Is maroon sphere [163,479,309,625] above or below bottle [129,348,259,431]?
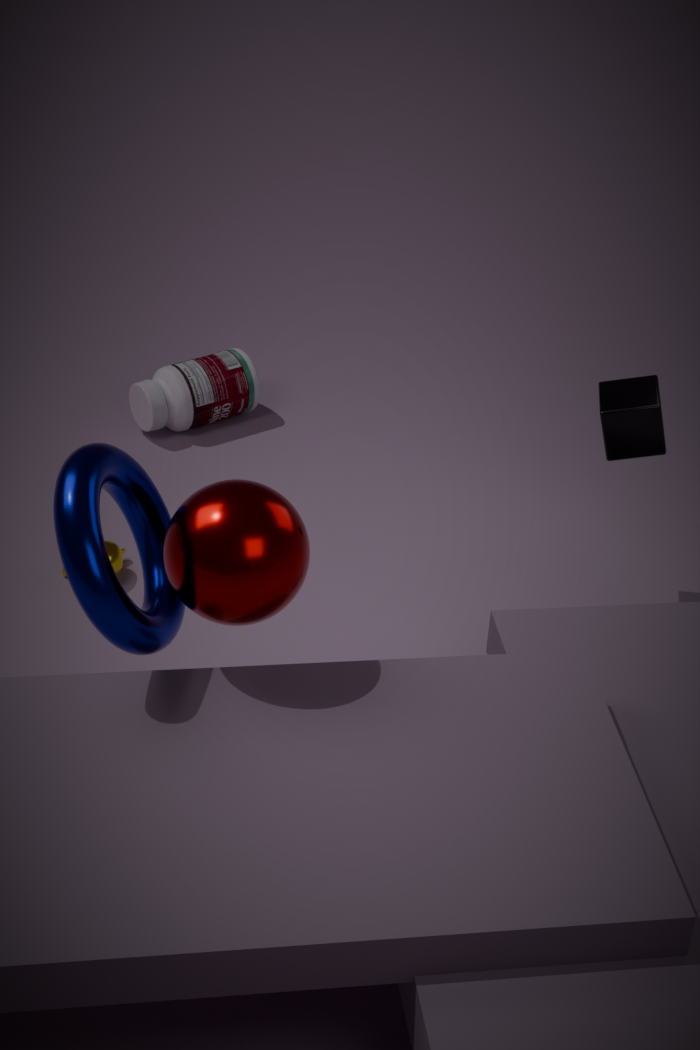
above
